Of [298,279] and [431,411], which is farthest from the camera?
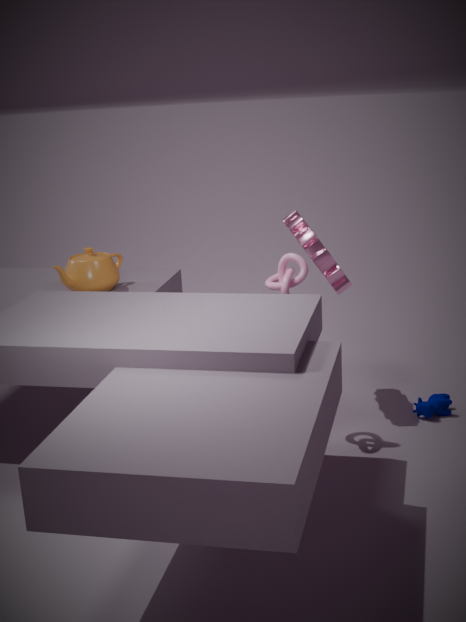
[431,411]
